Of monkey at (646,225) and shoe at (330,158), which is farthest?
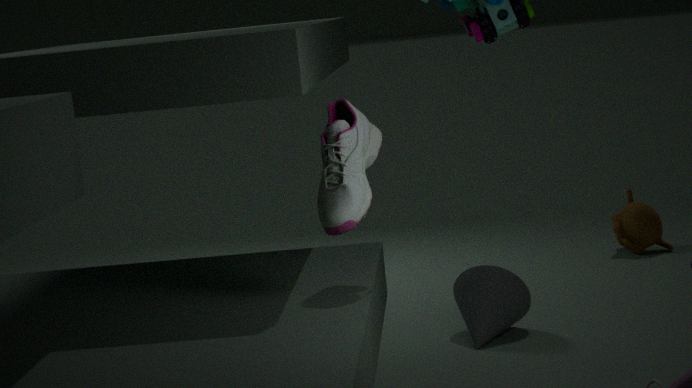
monkey at (646,225)
